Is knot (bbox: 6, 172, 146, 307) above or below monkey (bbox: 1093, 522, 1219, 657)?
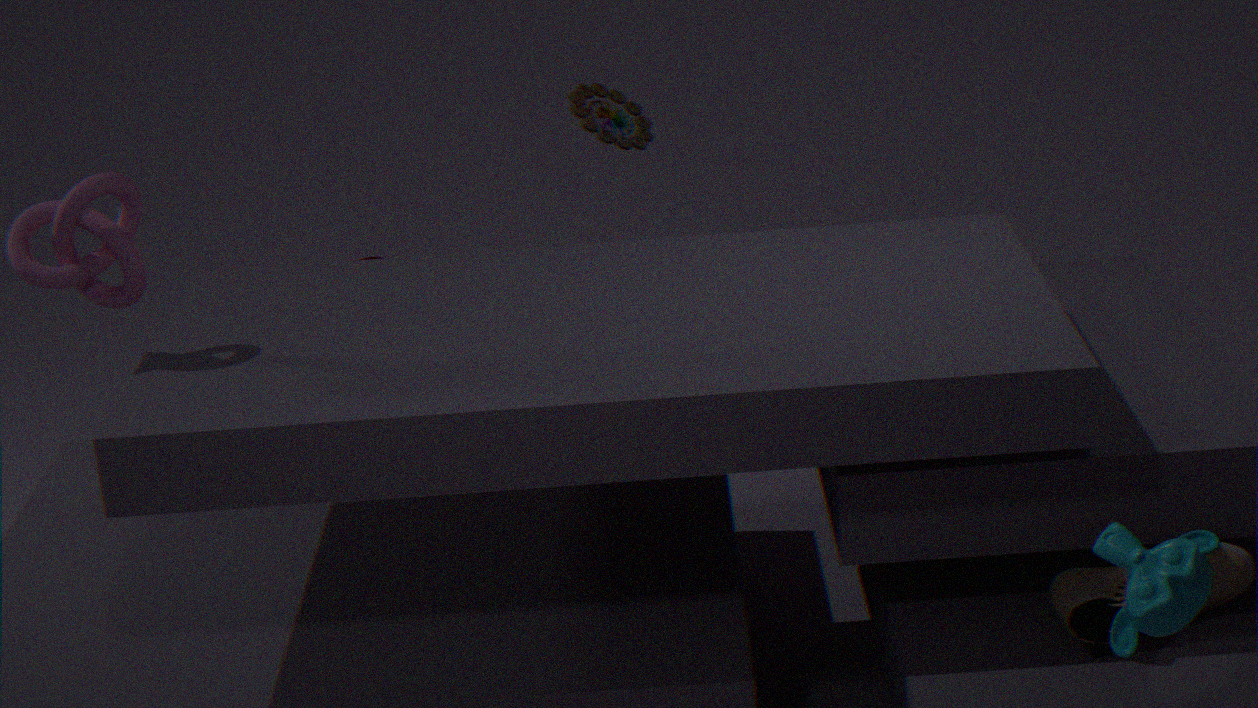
above
